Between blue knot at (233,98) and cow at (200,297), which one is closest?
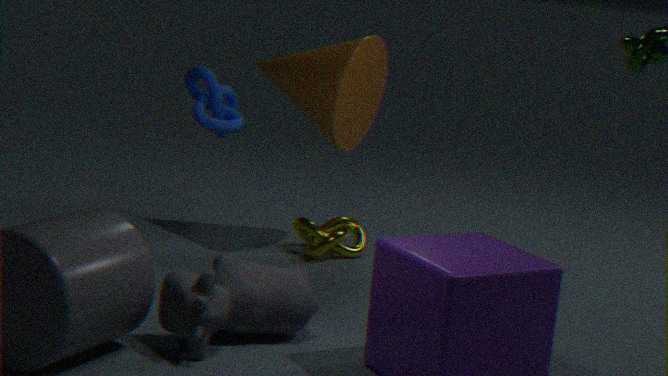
cow at (200,297)
